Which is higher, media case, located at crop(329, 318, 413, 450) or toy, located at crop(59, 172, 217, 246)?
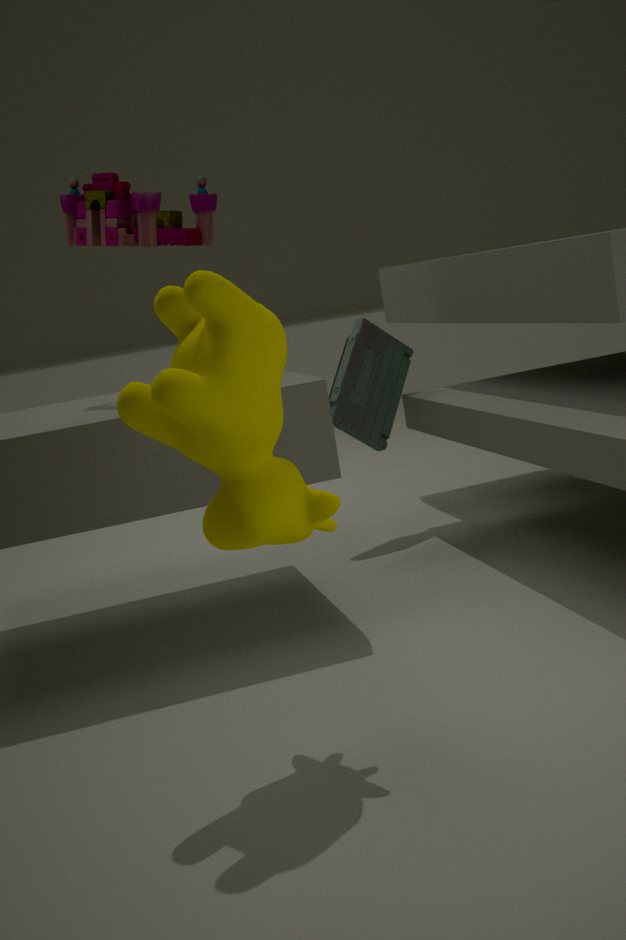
toy, located at crop(59, 172, 217, 246)
